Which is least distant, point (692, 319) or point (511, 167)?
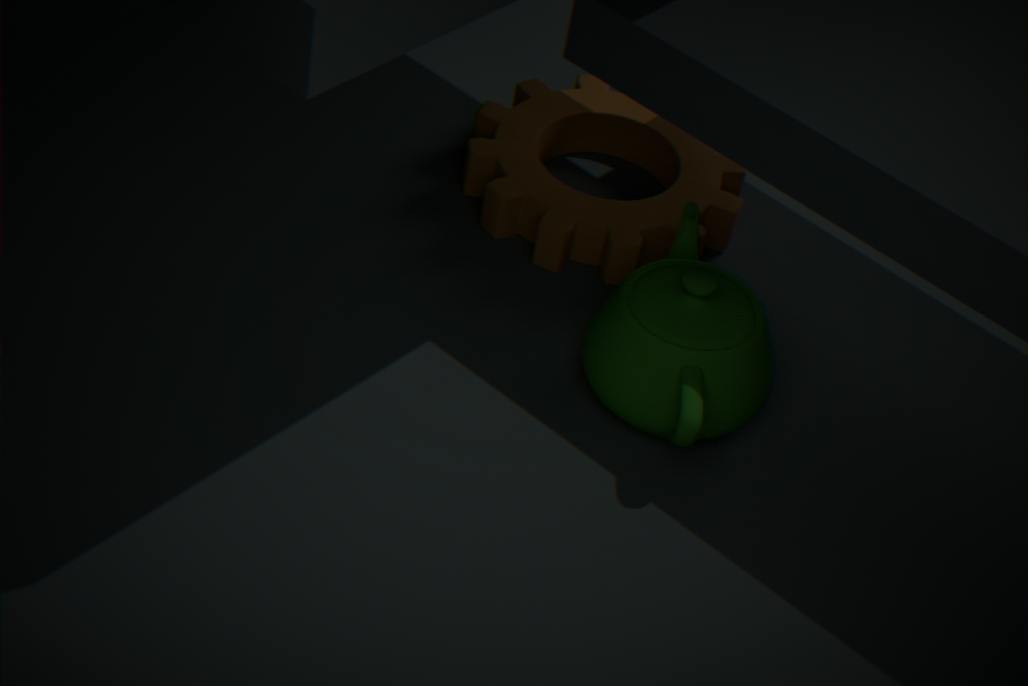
A: point (692, 319)
